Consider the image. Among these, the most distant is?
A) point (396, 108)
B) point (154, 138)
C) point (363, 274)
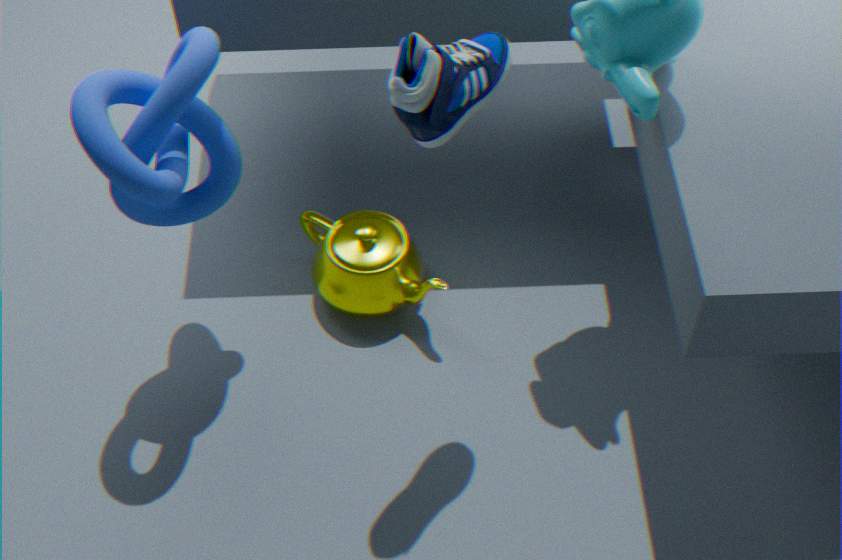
point (363, 274)
